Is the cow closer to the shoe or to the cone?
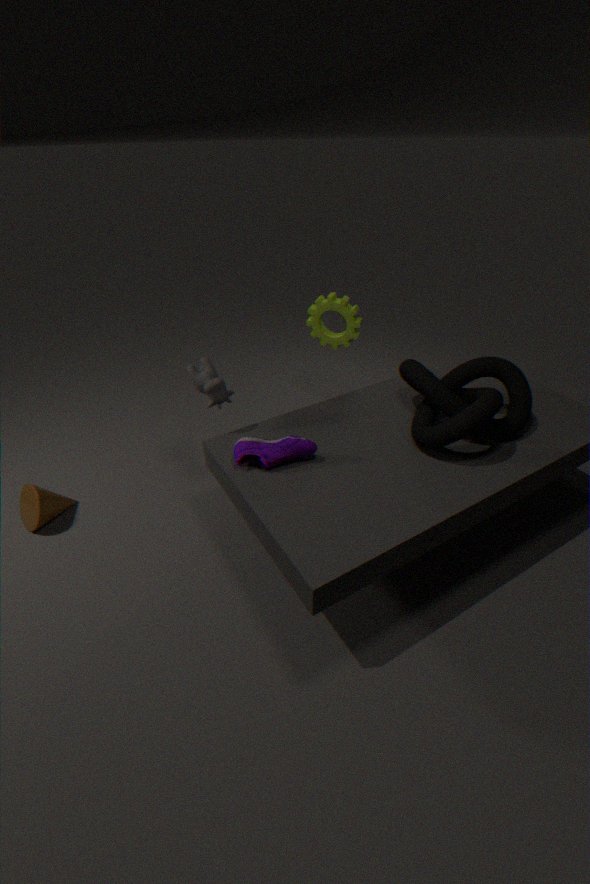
the shoe
